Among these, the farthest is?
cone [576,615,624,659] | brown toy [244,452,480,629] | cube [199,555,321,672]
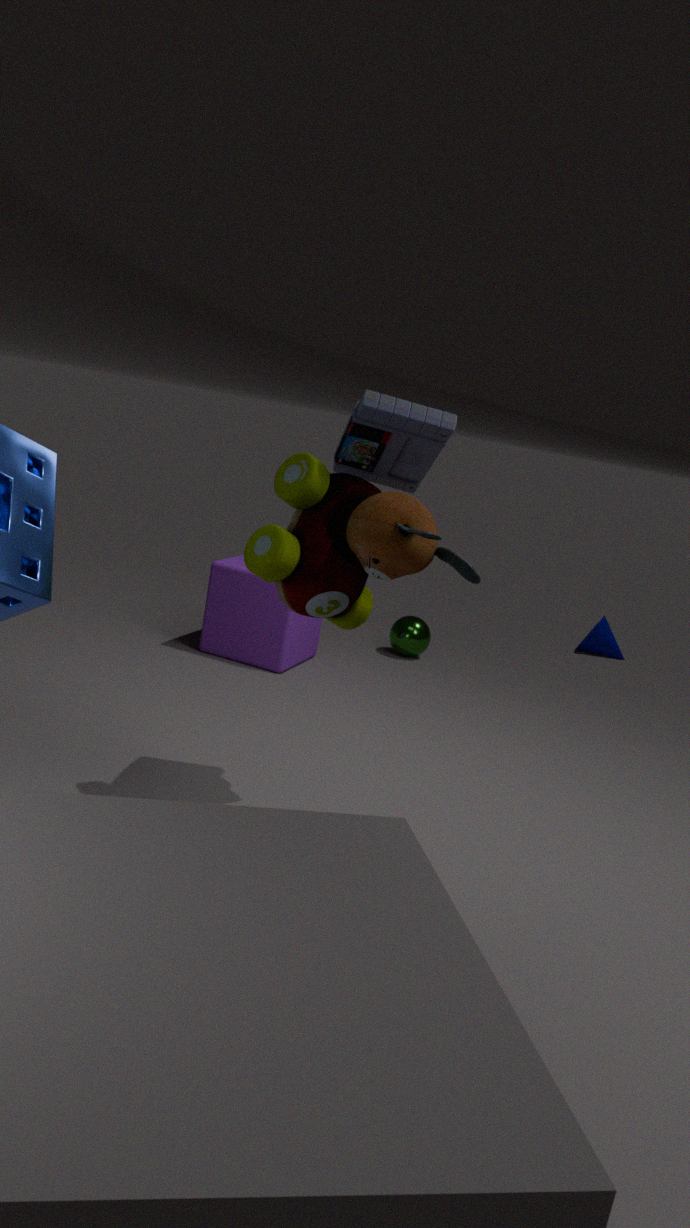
cone [576,615,624,659]
